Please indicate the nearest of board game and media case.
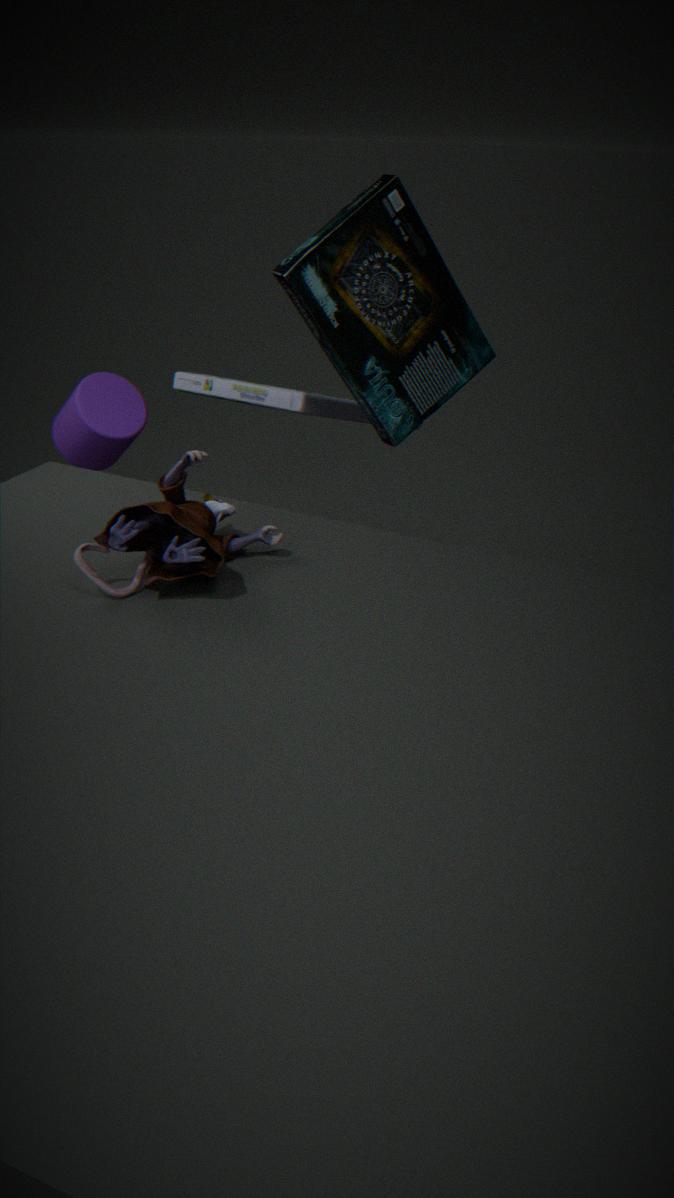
board game
